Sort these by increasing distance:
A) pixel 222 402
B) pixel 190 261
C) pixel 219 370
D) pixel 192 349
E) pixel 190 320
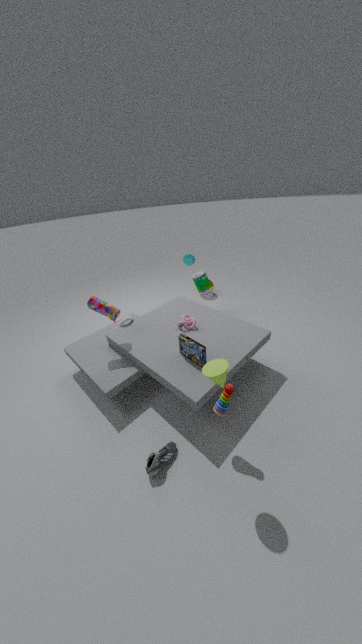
pixel 219 370, pixel 222 402, pixel 192 349, pixel 190 320, pixel 190 261
